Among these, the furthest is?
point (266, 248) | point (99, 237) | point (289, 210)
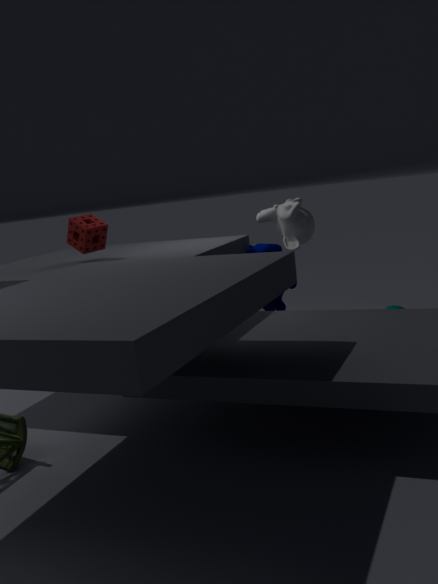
point (266, 248)
